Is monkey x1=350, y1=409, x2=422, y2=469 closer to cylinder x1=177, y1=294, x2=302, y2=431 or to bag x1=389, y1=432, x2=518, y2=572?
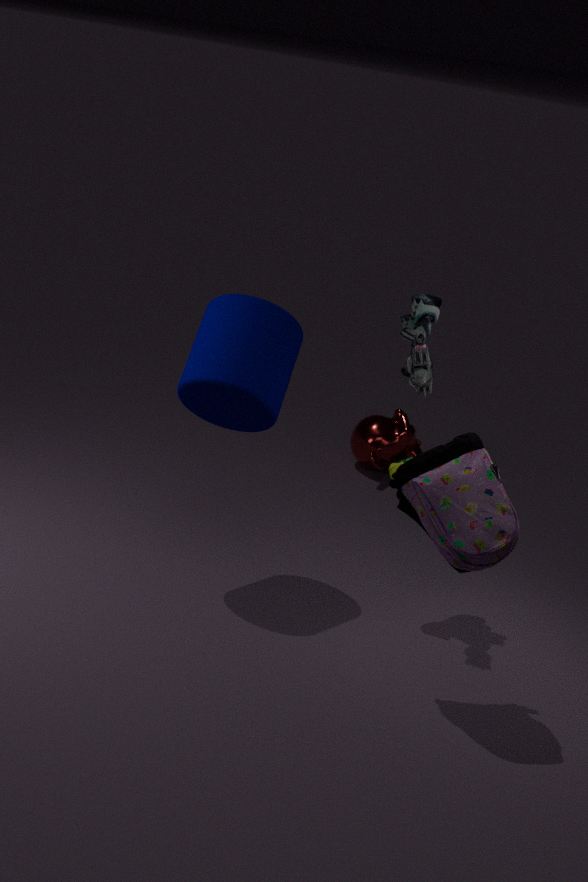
cylinder x1=177, y1=294, x2=302, y2=431
